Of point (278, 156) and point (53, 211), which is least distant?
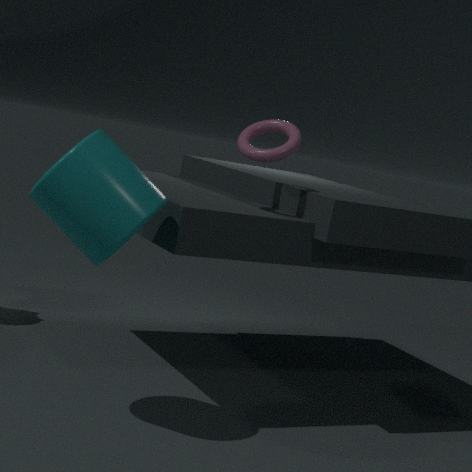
point (53, 211)
